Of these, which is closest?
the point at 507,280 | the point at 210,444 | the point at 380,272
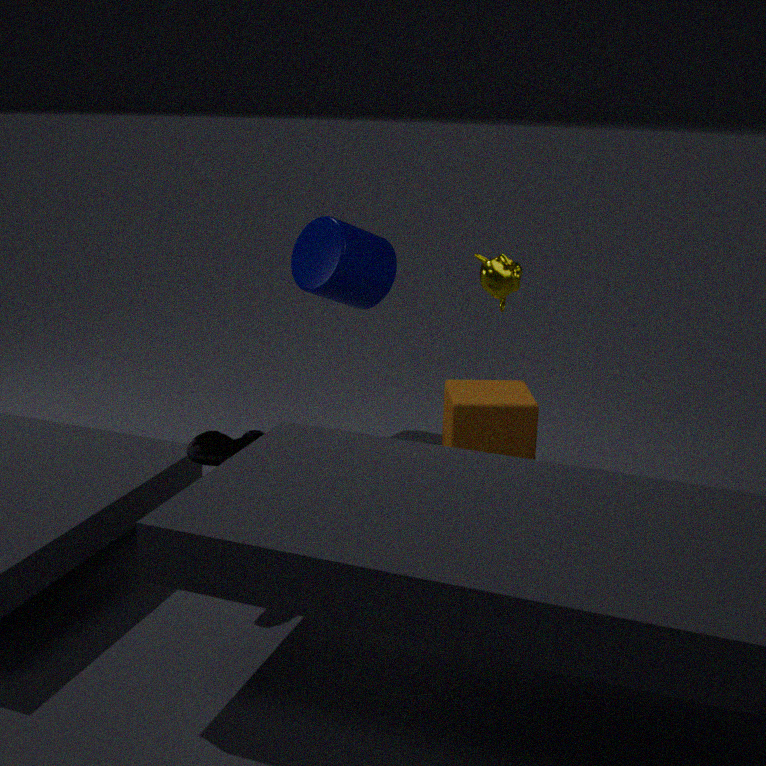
the point at 210,444
